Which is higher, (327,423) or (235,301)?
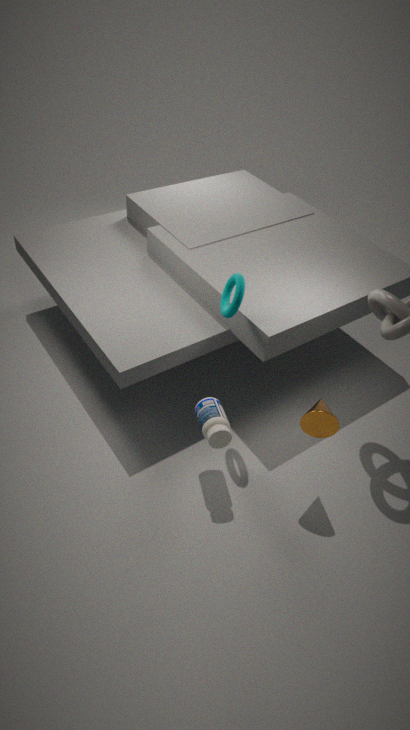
(235,301)
